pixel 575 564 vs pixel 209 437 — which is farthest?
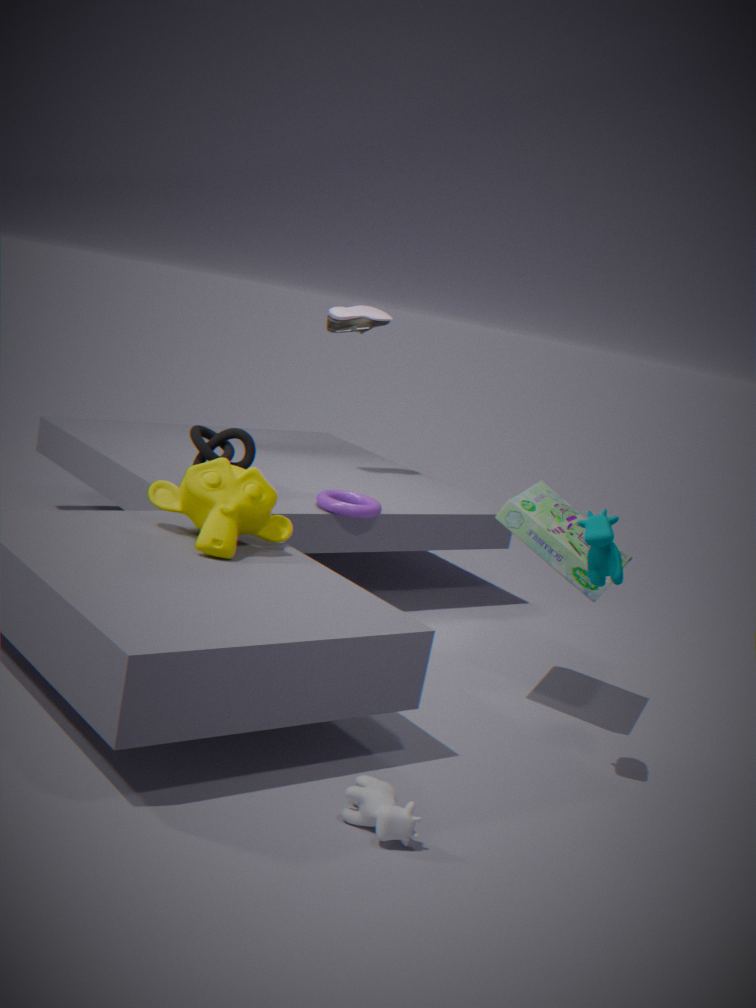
pixel 209 437
